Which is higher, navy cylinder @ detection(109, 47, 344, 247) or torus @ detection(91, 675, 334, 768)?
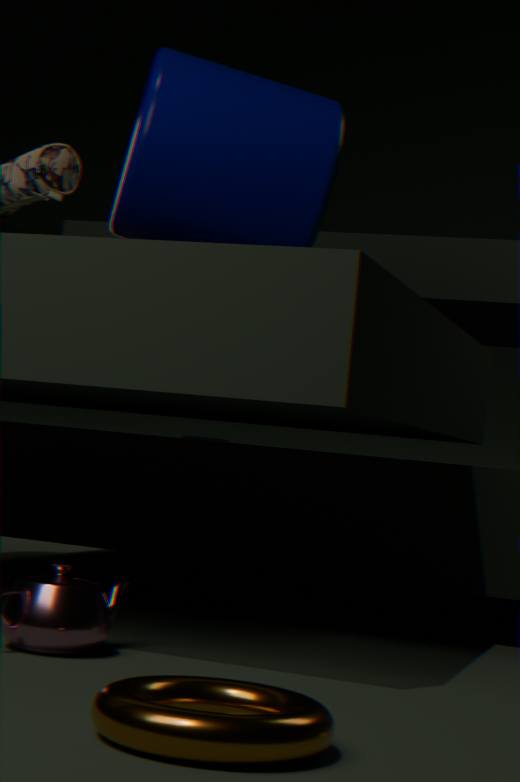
navy cylinder @ detection(109, 47, 344, 247)
